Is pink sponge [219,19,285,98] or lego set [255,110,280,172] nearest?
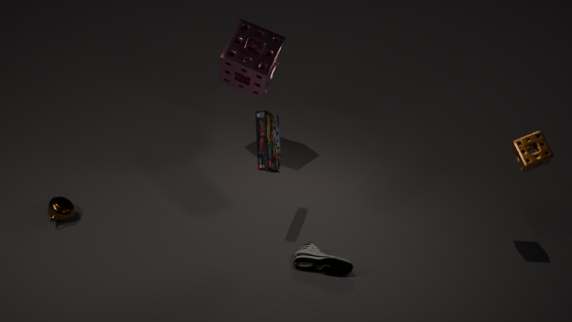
lego set [255,110,280,172]
